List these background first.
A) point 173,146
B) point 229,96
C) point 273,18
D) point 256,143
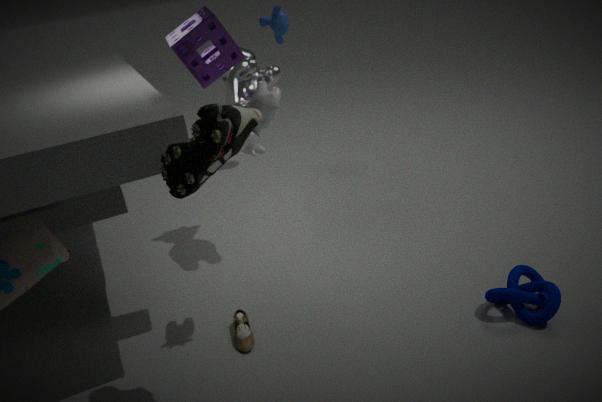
point 273,18
point 229,96
point 256,143
point 173,146
